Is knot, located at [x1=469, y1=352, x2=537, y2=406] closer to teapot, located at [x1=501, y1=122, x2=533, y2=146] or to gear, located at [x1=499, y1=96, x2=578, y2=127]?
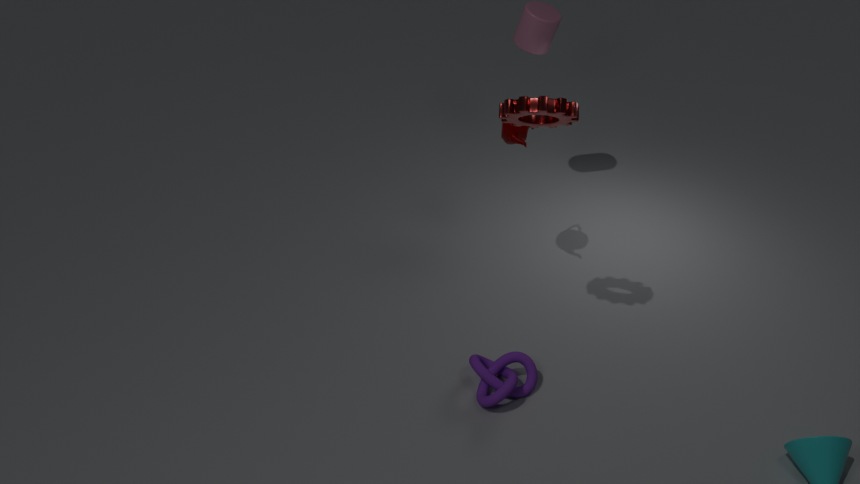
teapot, located at [x1=501, y1=122, x2=533, y2=146]
